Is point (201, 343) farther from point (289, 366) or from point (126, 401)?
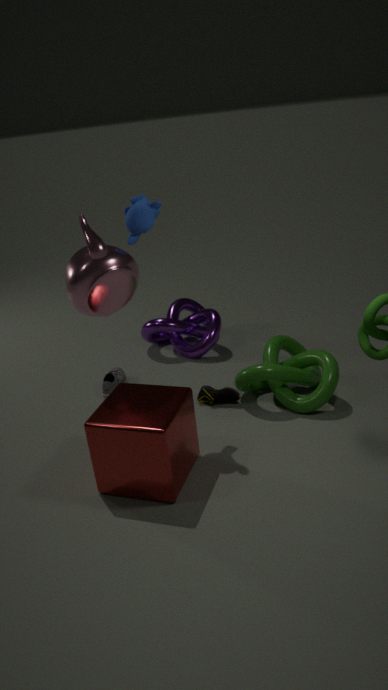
point (126, 401)
